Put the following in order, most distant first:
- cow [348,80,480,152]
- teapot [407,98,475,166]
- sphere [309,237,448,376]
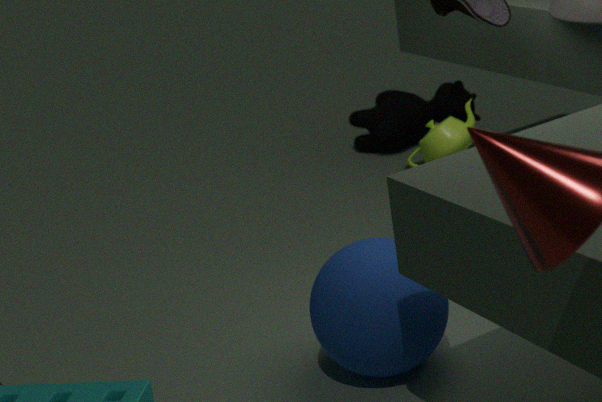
1. cow [348,80,480,152]
2. teapot [407,98,475,166]
3. sphere [309,237,448,376]
